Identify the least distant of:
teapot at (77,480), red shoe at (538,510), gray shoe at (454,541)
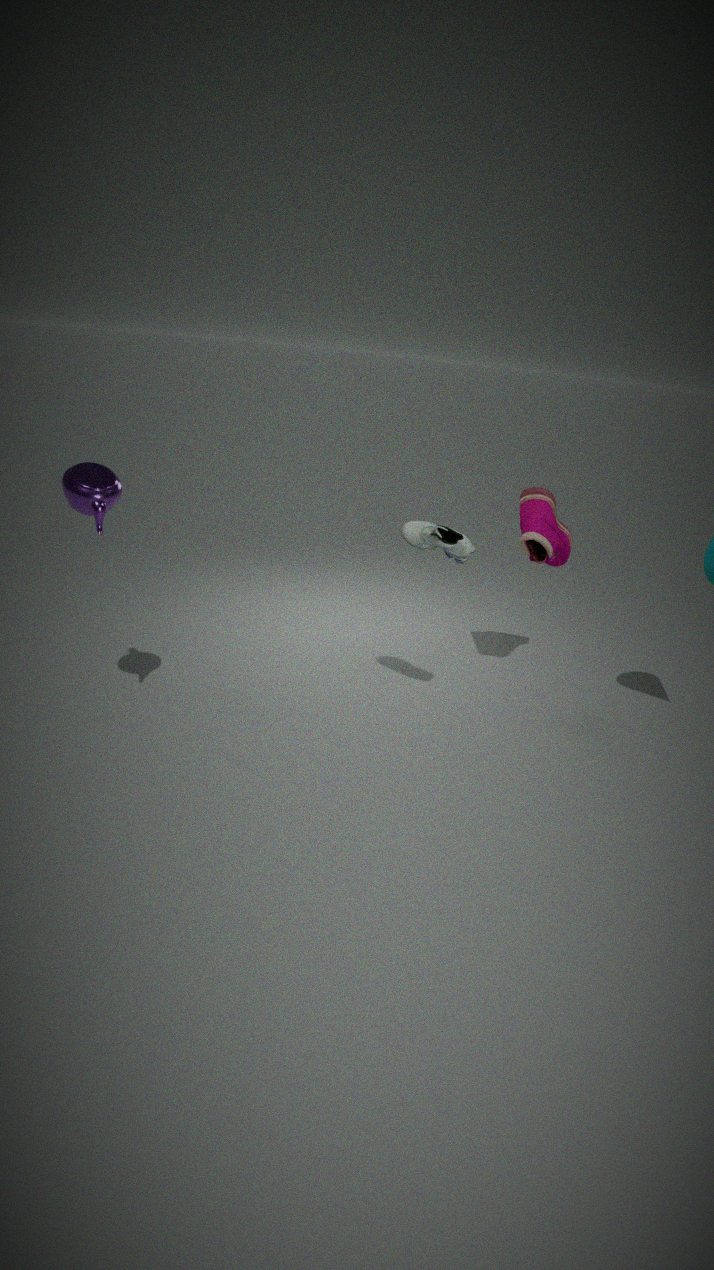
teapot at (77,480)
